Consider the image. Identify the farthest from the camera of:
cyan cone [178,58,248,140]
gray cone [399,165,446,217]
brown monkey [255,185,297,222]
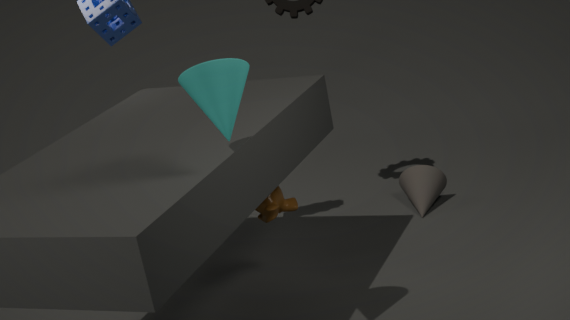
gray cone [399,165,446,217]
